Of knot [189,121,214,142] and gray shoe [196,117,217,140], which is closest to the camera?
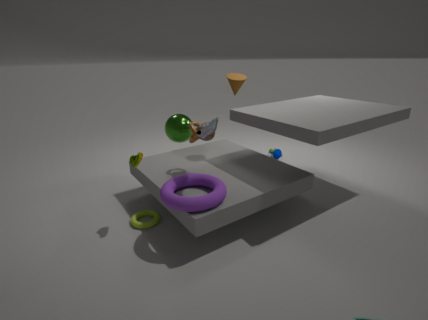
gray shoe [196,117,217,140]
